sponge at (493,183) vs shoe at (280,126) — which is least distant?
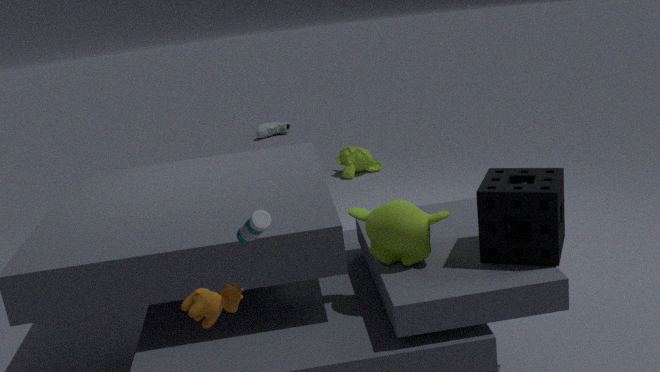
sponge at (493,183)
